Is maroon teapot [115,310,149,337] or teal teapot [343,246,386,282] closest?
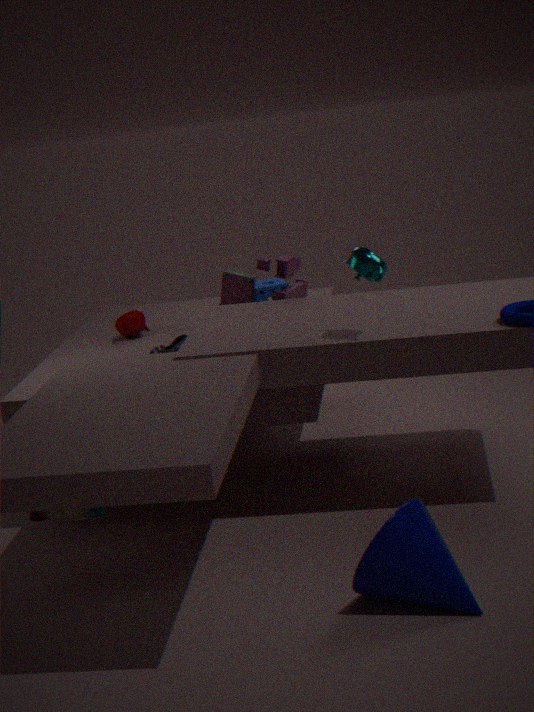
teal teapot [343,246,386,282]
